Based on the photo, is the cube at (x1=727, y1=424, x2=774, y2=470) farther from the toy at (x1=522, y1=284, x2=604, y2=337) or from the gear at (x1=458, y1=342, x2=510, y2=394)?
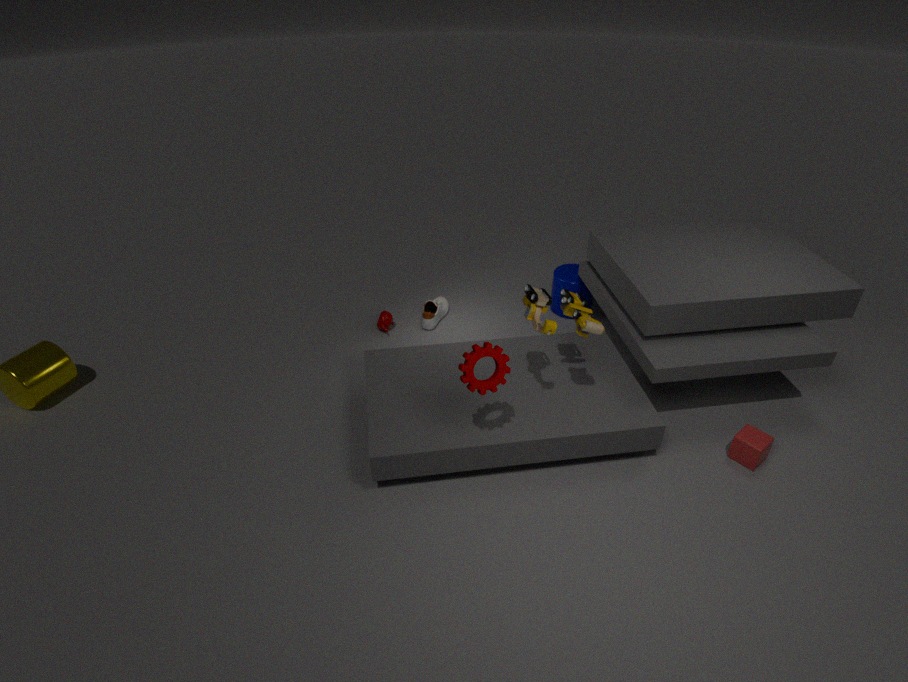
the gear at (x1=458, y1=342, x2=510, y2=394)
